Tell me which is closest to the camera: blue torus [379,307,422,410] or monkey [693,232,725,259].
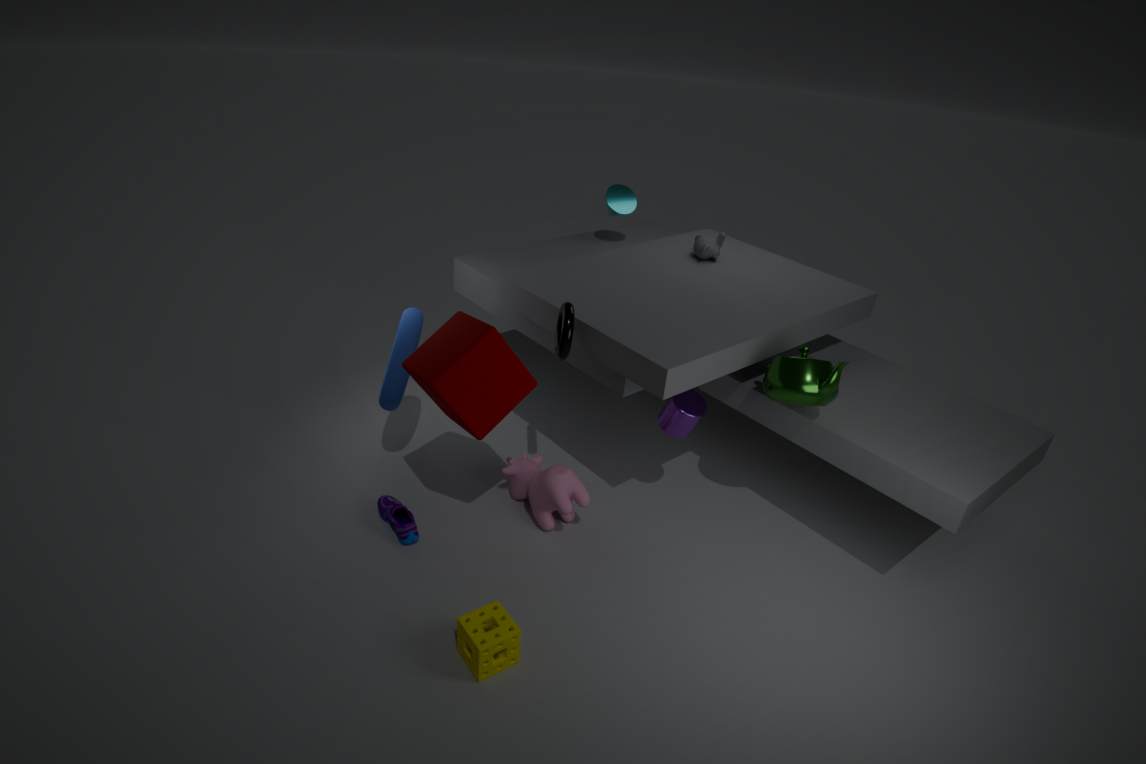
blue torus [379,307,422,410]
